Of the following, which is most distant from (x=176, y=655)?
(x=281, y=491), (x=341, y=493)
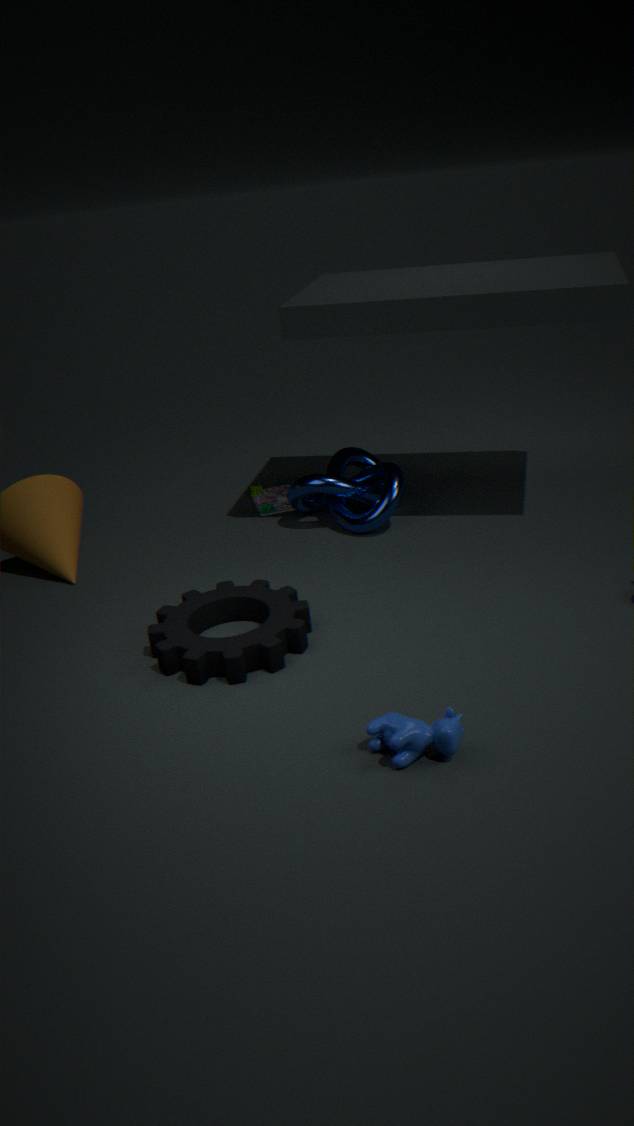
(x=281, y=491)
